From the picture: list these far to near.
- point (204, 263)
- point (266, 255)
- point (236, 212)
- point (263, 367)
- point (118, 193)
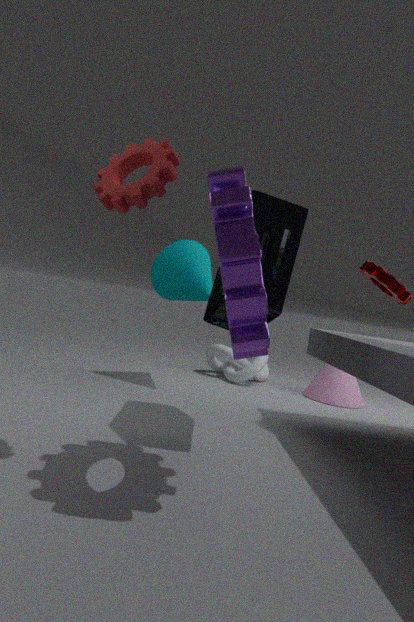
A: point (263, 367) < point (204, 263) < point (266, 255) < point (118, 193) < point (236, 212)
